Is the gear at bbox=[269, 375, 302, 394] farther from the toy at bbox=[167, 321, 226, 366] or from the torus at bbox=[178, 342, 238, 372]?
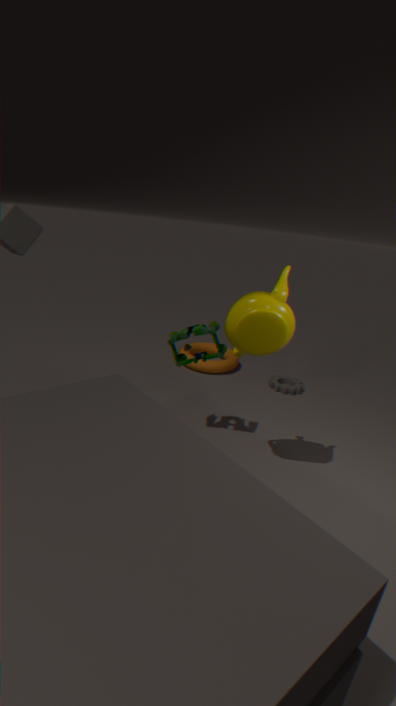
the toy at bbox=[167, 321, 226, 366]
